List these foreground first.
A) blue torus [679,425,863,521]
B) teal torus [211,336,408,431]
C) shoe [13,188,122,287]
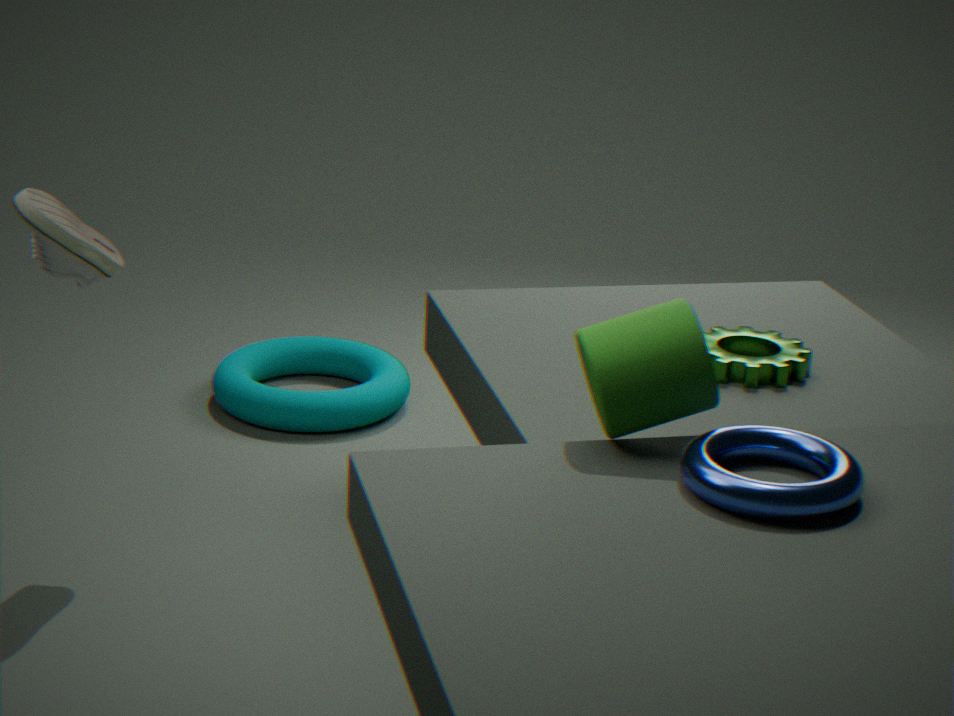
1. blue torus [679,425,863,521]
2. shoe [13,188,122,287]
3. teal torus [211,336,408,431]
